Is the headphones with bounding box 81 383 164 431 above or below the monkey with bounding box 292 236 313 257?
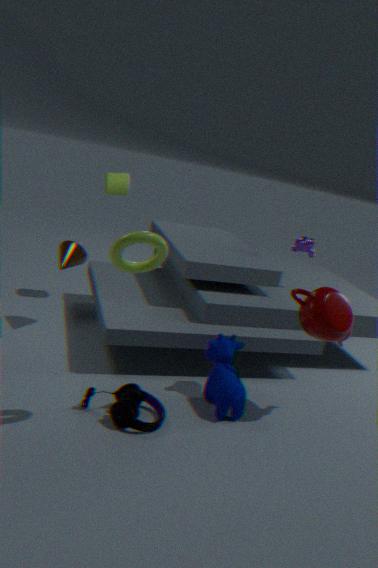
below
